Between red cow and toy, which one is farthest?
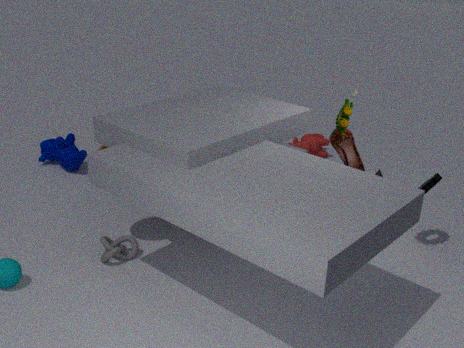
red cow
